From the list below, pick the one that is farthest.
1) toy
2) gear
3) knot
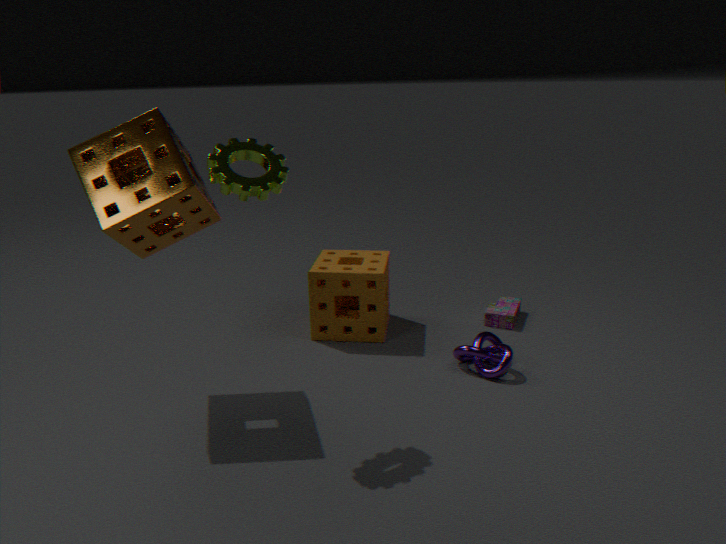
1
